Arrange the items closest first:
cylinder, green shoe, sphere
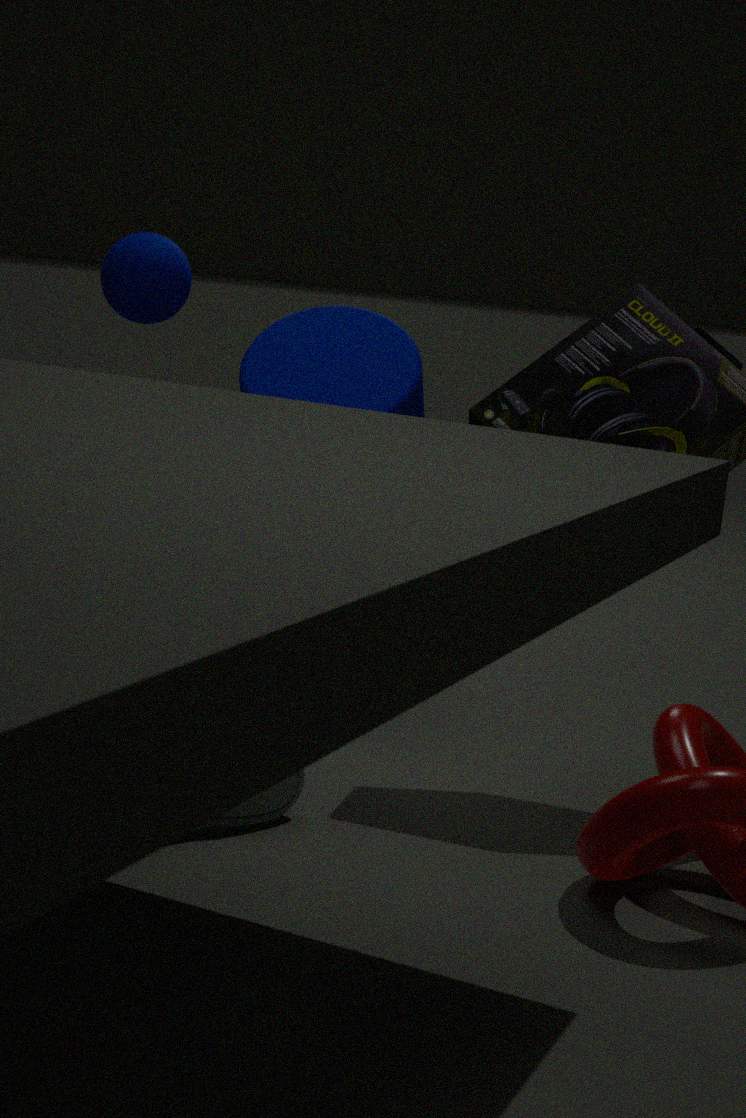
green shoe
cylinder
sphere
